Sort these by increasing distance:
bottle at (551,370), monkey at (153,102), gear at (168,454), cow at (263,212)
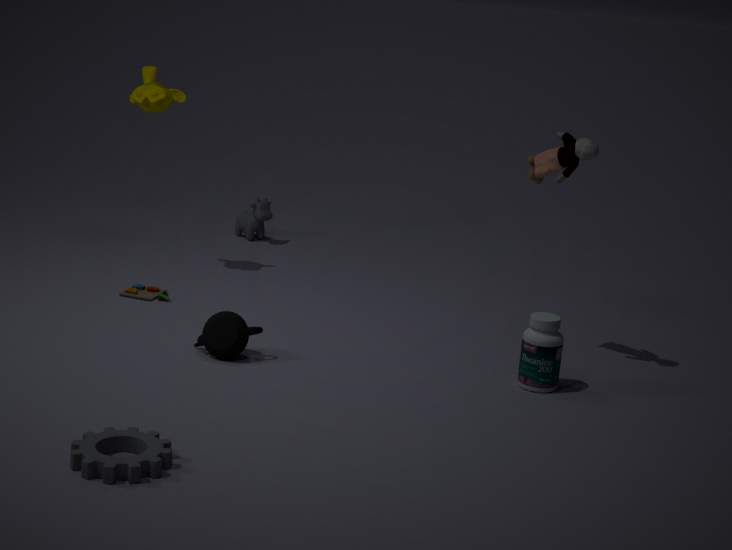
gear at (168,454)
bottle at (551,370)
monkey at (153,102)
cow at (263,212)
